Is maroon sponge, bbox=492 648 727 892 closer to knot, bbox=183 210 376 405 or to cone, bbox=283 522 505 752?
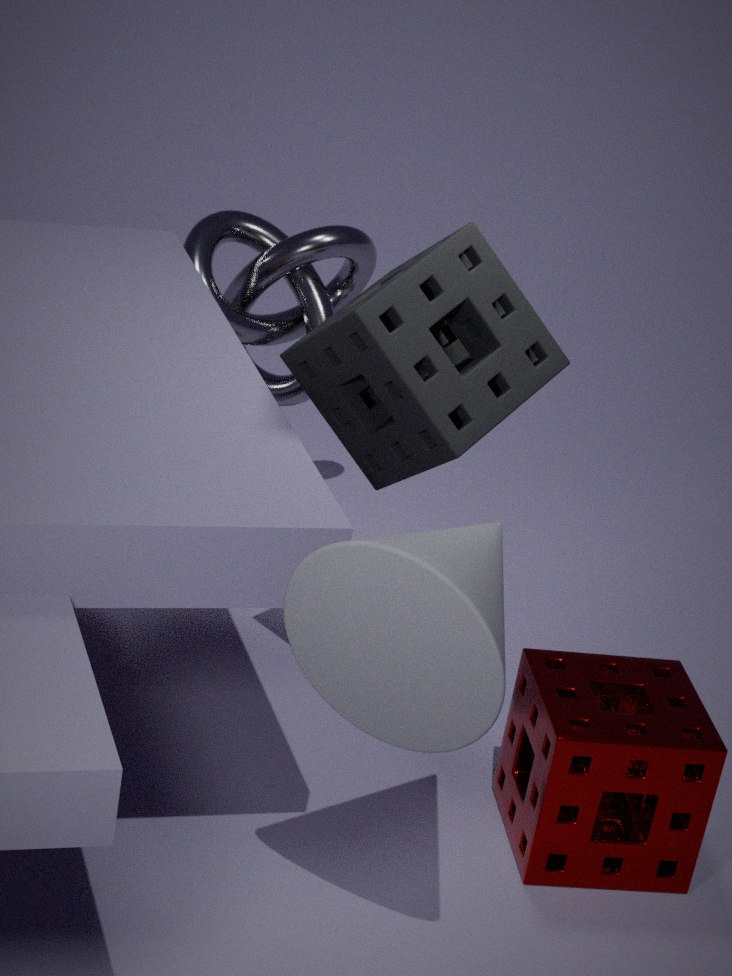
cone, bbox=283 522 505 752
